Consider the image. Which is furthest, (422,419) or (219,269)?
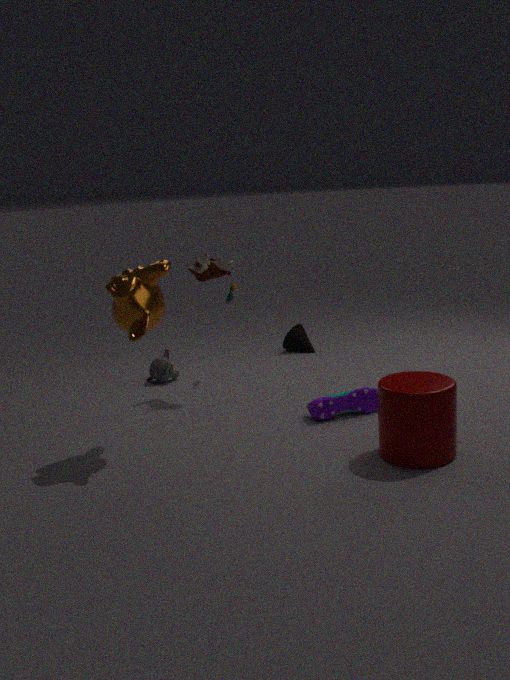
(219,269)
